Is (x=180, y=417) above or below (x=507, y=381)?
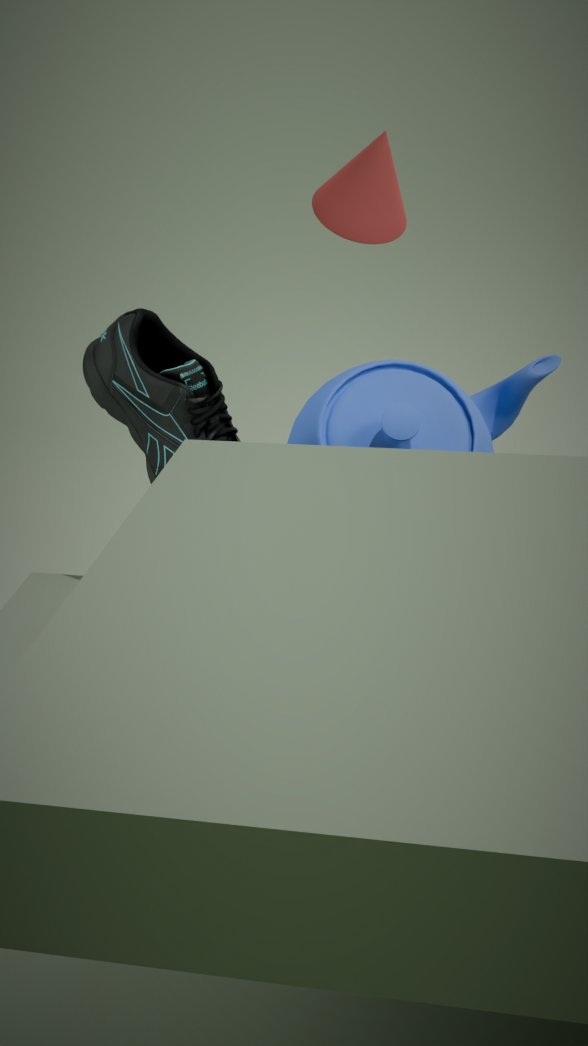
below
